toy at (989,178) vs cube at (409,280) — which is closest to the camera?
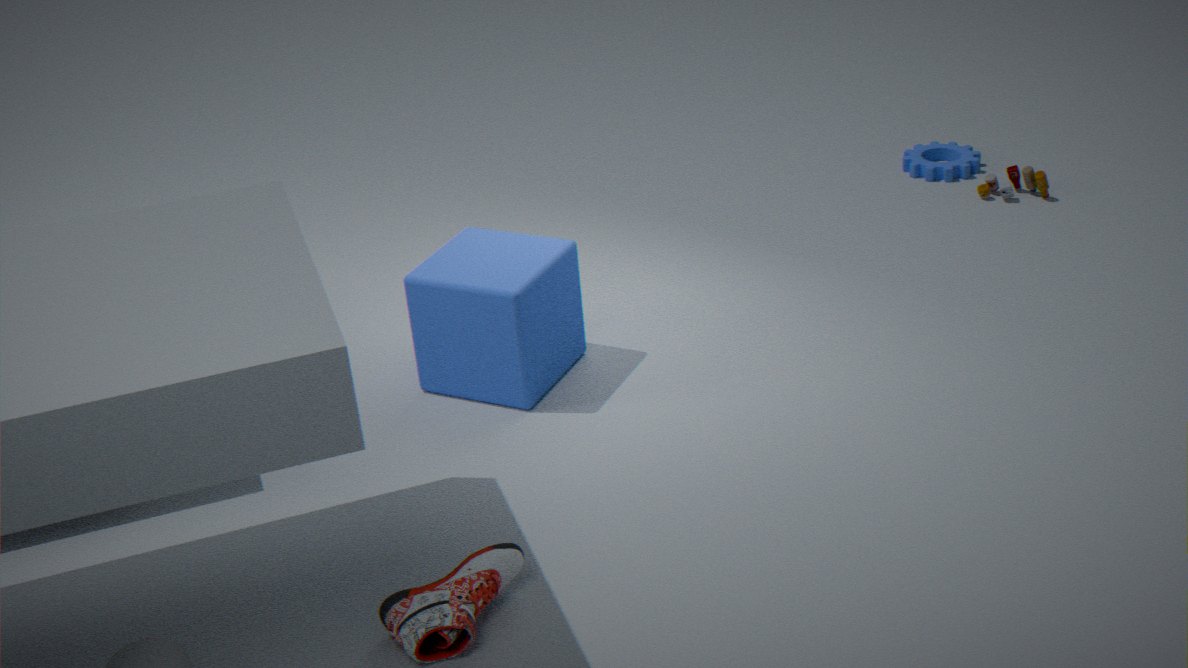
cube at (409,280)
